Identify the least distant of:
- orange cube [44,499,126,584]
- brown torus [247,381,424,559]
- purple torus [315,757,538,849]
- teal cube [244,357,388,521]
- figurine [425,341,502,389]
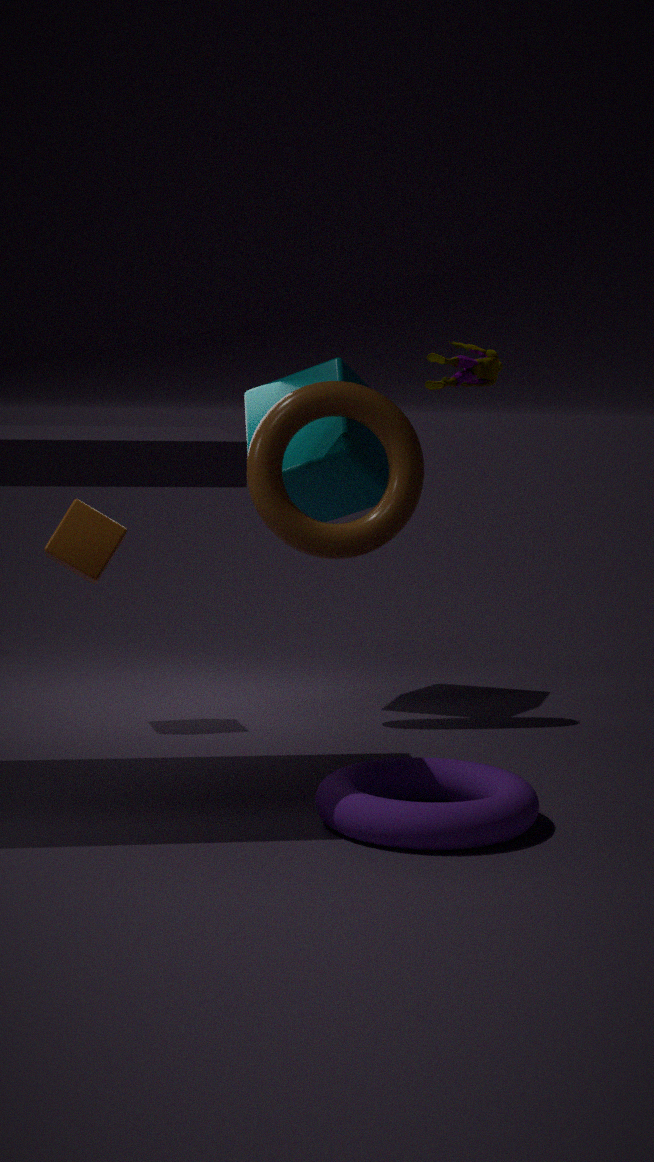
figurine [425,341,502,389]
